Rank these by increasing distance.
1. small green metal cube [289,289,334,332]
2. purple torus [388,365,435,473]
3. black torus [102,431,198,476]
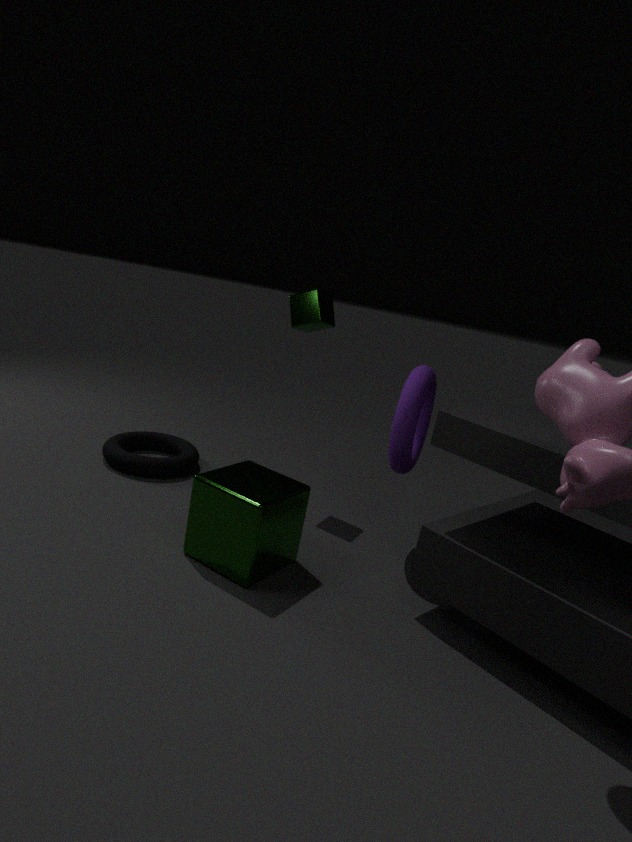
purple torus [388,365,435,473], small green metal cube [289,289,334,332], black torus [102,431,198,476]
